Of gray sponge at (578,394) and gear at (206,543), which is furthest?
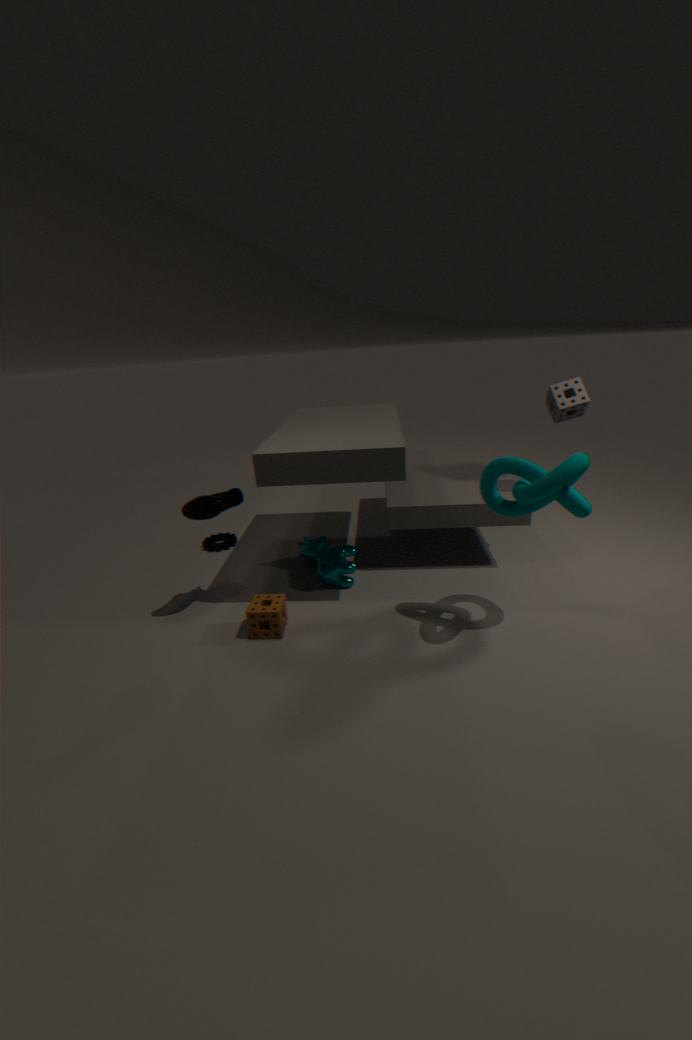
gear at (206,543)
